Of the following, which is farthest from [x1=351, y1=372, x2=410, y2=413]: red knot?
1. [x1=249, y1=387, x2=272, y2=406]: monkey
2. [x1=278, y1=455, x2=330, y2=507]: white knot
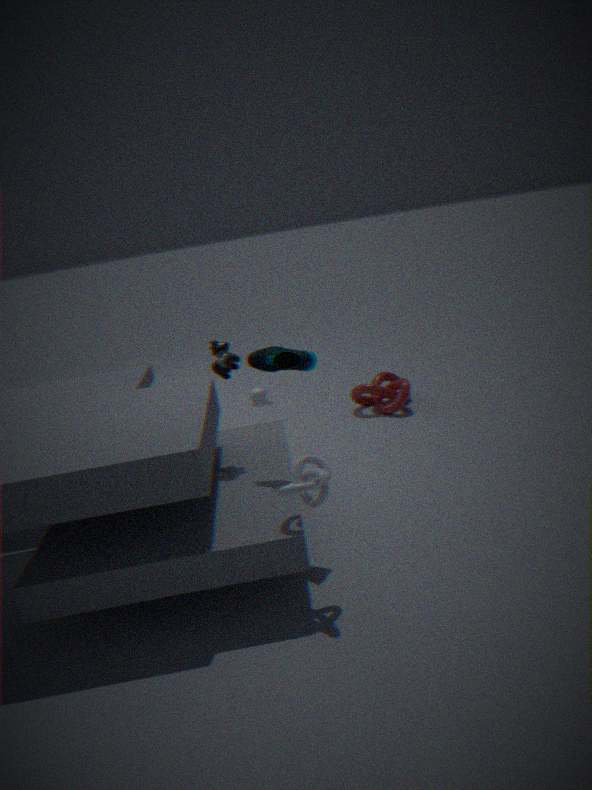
[x1=278, y1=455, x2=330, y2=507]: white knot
